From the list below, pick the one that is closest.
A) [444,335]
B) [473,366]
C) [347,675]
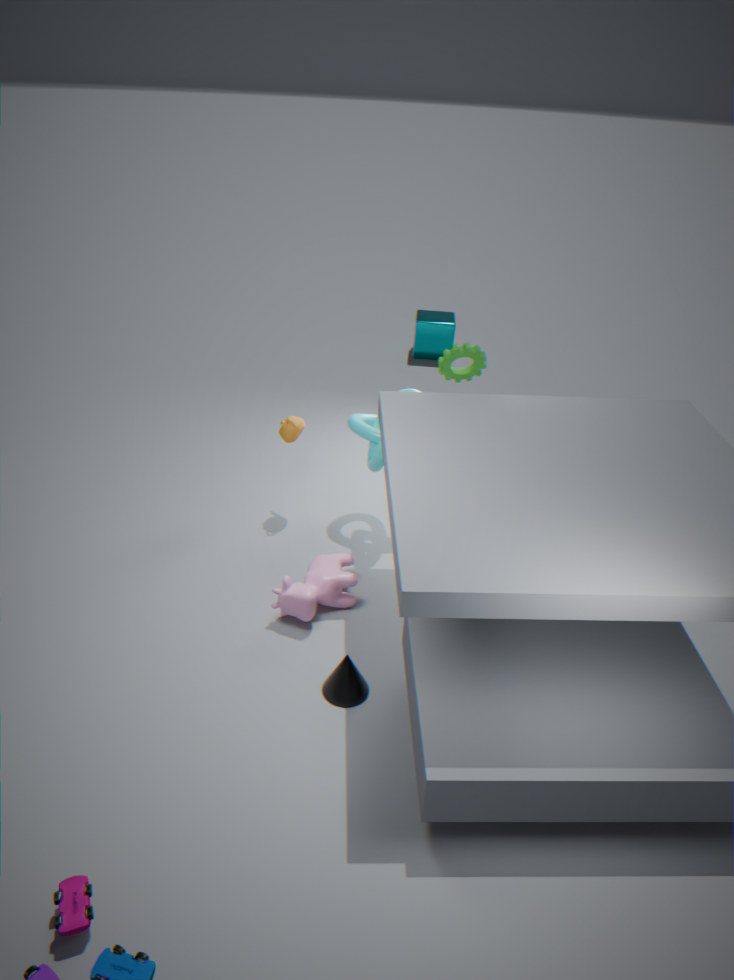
[347,675]
